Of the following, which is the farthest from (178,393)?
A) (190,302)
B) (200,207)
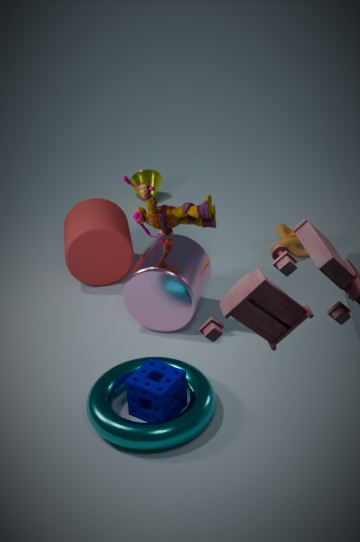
(200,207)
